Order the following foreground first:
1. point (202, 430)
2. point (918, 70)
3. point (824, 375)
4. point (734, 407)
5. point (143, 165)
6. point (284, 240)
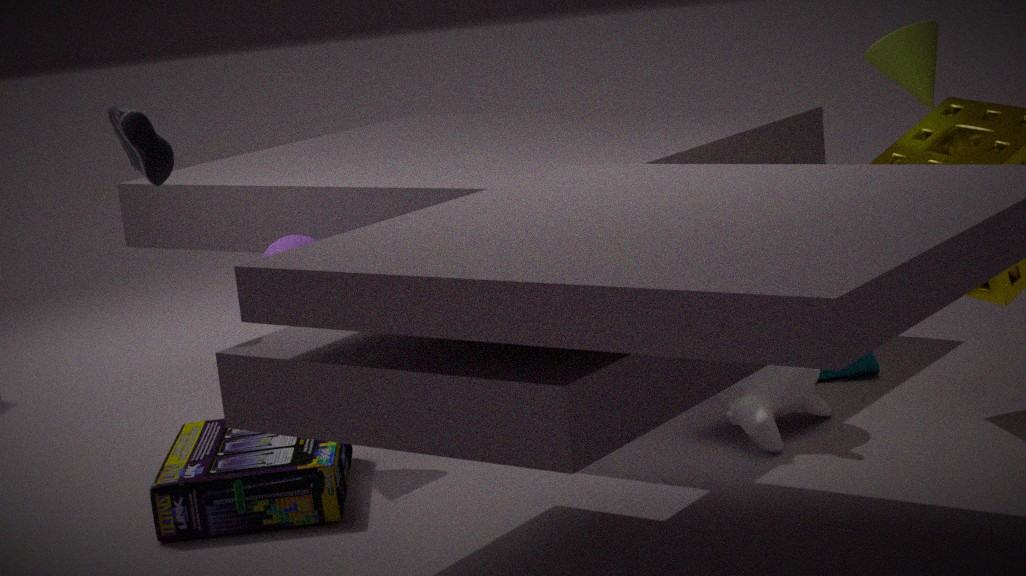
point (143, 165) → point (734, 407) → point (918, 70) → point (202, 430) → point (284, 240) → point (824, 375)
